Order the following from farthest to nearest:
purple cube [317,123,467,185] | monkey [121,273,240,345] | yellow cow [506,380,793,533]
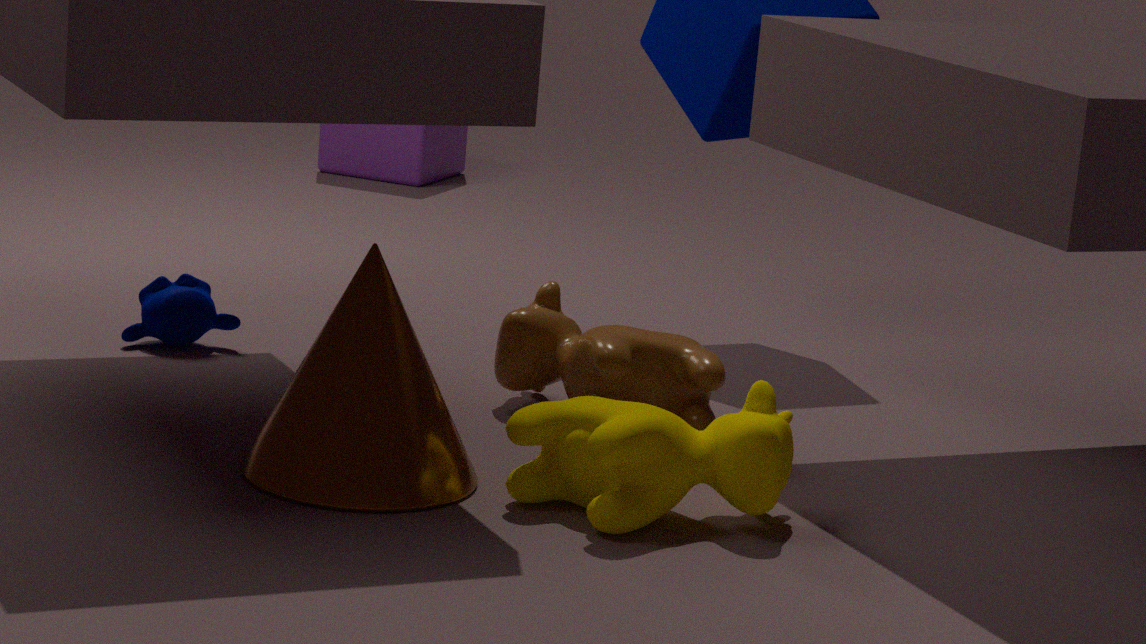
purple cube [317,123,467,185] → monkey [121,273,240,345] → yellow cow [506,380,793,533]
